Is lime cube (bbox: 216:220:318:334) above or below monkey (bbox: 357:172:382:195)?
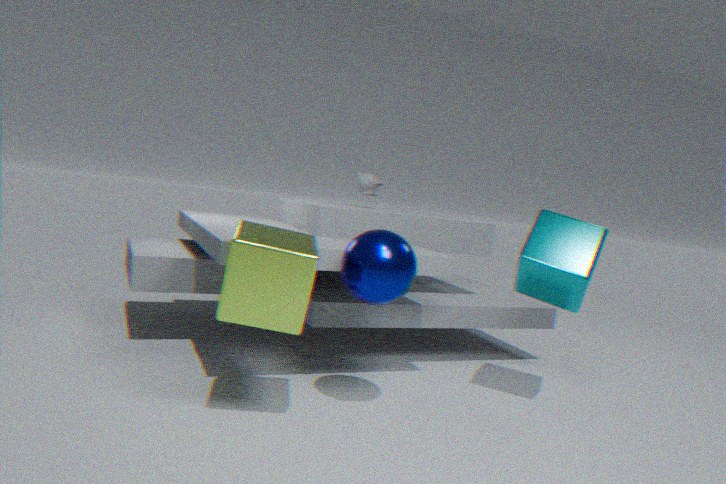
below
